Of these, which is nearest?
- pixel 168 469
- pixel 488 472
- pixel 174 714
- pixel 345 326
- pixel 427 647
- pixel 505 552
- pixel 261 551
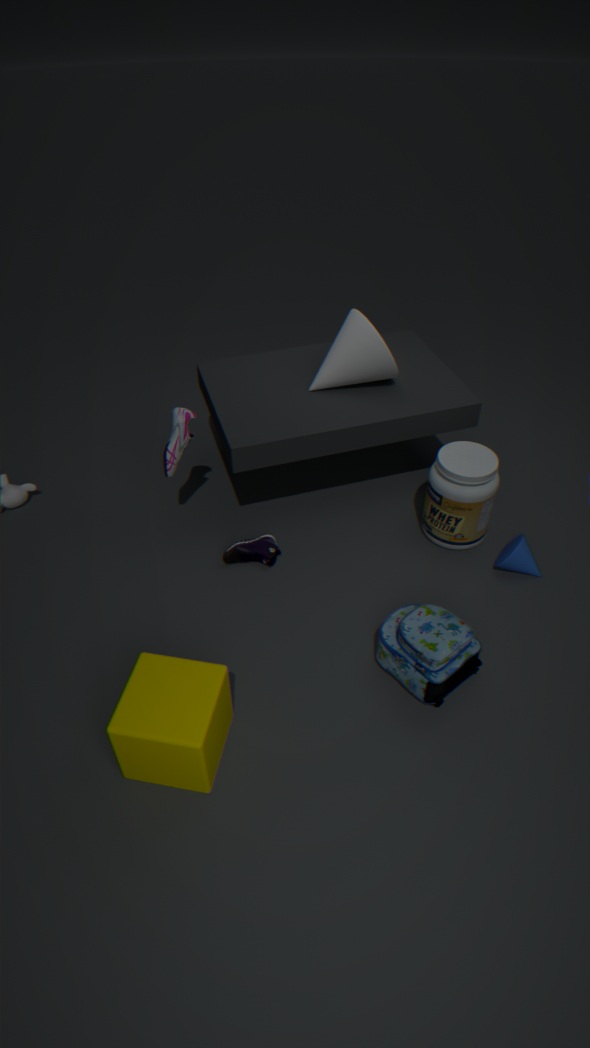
pixel 174 714
